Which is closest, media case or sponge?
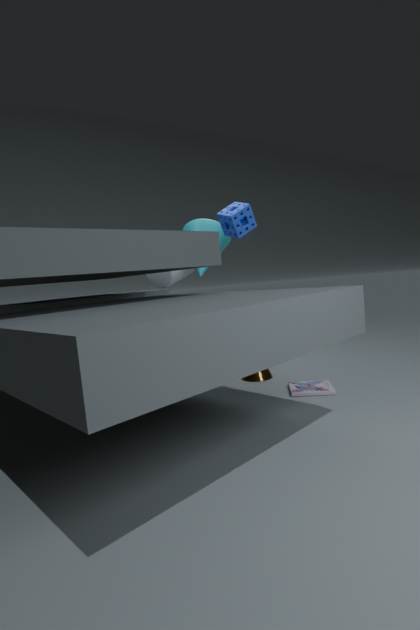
media case
